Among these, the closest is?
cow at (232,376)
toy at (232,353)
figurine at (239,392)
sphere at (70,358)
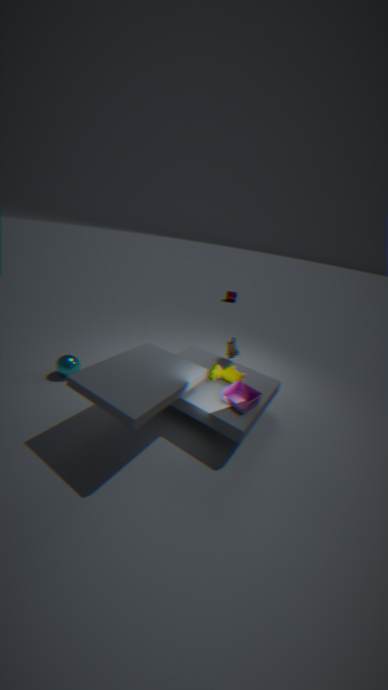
figurine at (239,392)
